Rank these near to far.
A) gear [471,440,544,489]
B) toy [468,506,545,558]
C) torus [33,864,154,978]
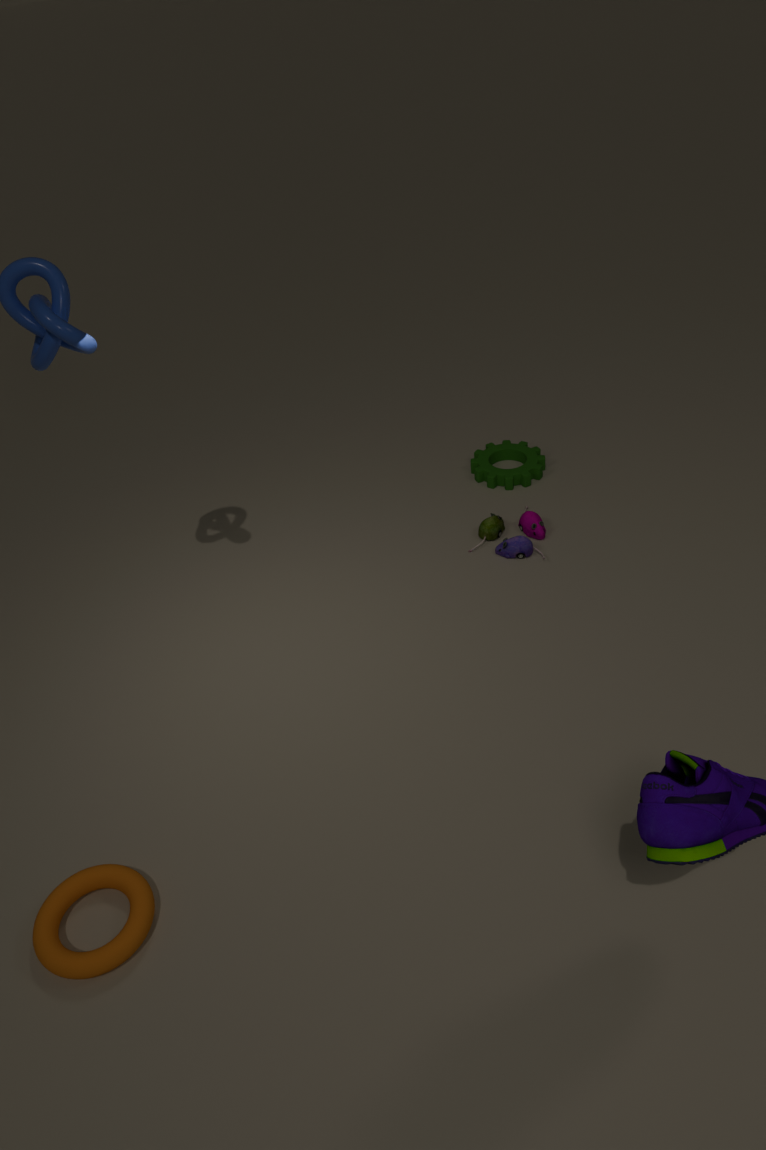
torus [33,864,154,978], toy [468,506,545,558], gear [471,440,544,489]
